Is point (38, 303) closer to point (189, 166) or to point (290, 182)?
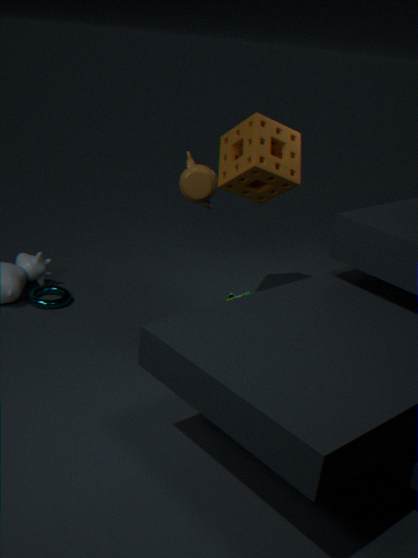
point (290, 182)
